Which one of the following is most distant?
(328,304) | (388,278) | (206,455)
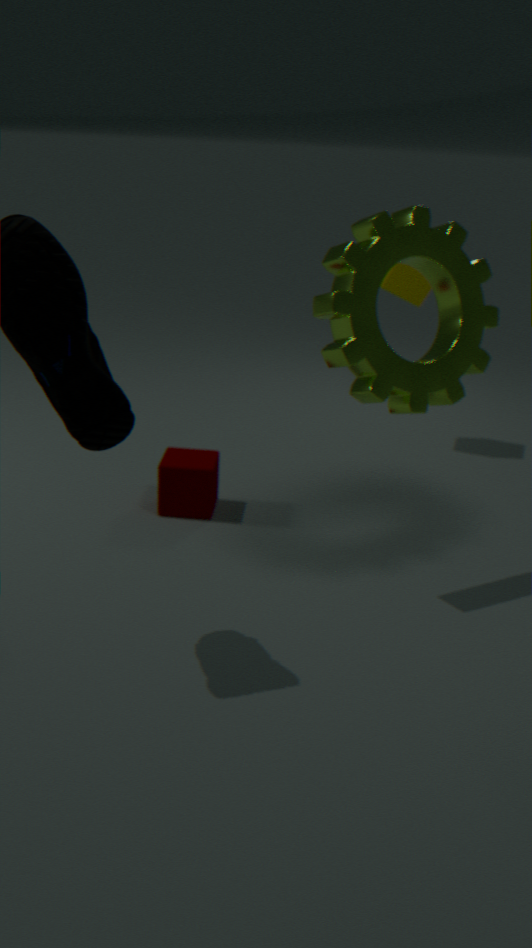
(388,278)
